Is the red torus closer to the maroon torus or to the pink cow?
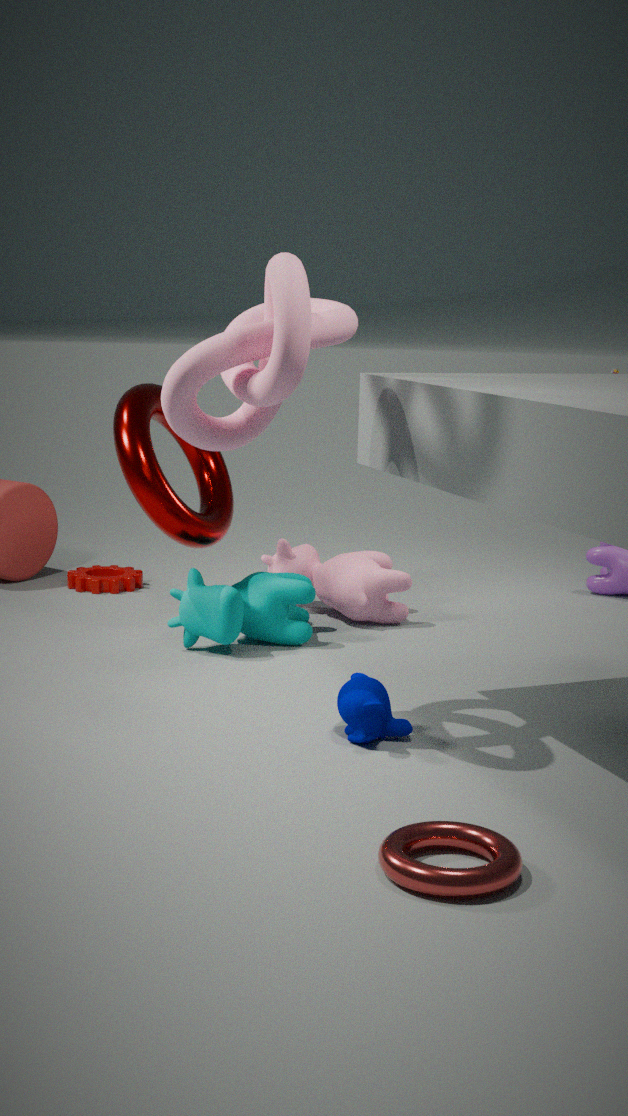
the maroon torus
